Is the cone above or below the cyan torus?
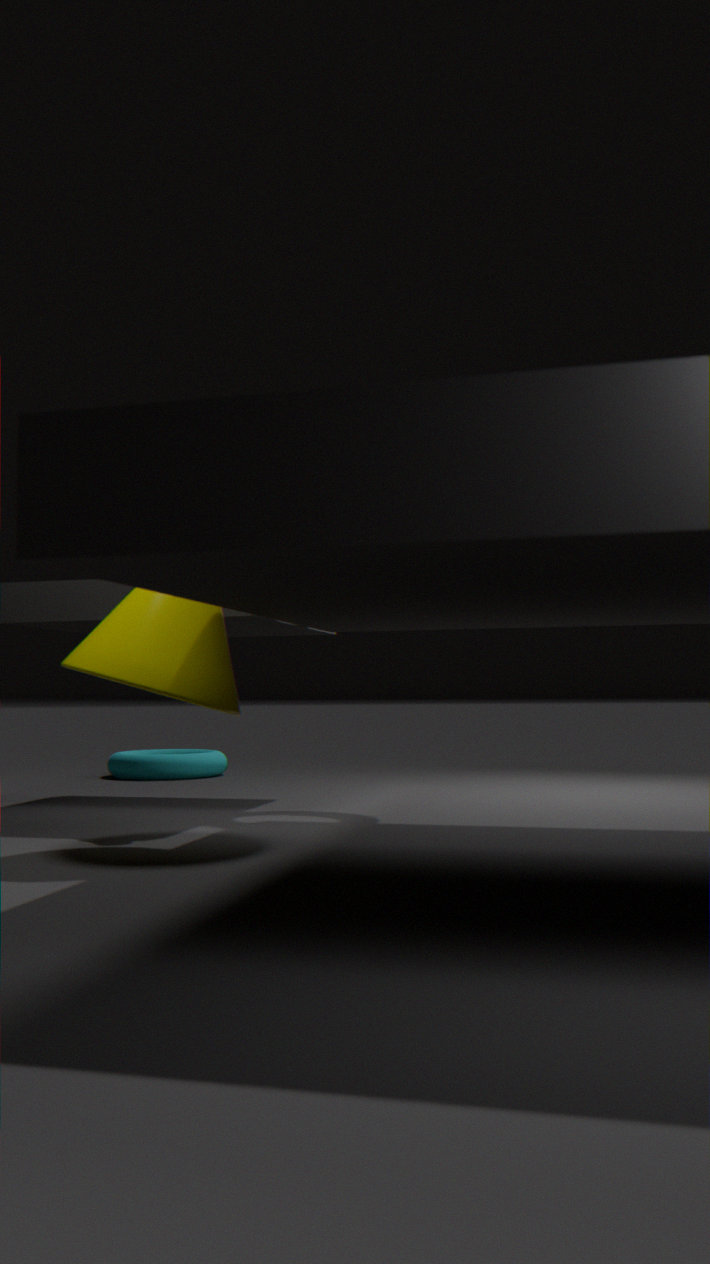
above
